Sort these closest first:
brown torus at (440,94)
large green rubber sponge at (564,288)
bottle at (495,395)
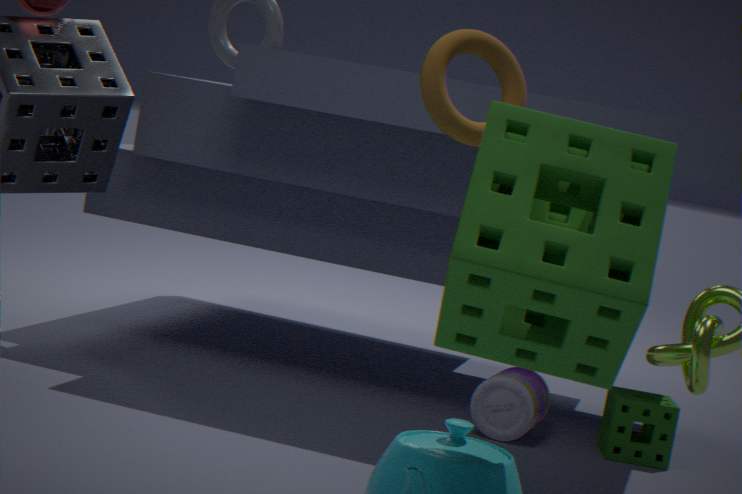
1. large green rubber sponge at (564,288)
2. brown torus at (440,94)
3. bottle at (495,395)
